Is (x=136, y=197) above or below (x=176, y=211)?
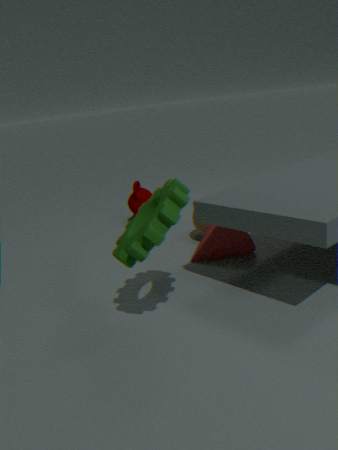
below
